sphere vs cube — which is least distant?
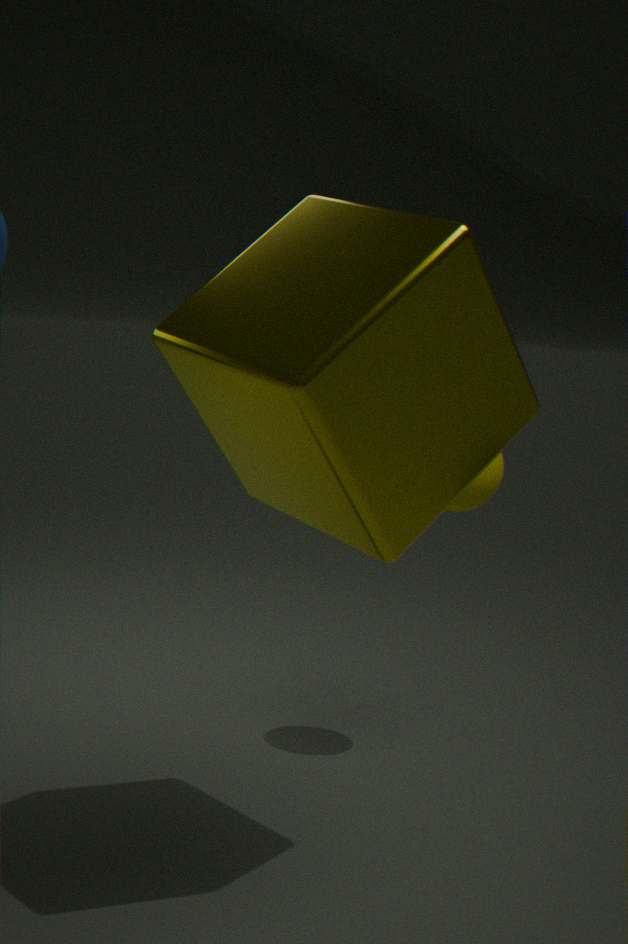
cube
